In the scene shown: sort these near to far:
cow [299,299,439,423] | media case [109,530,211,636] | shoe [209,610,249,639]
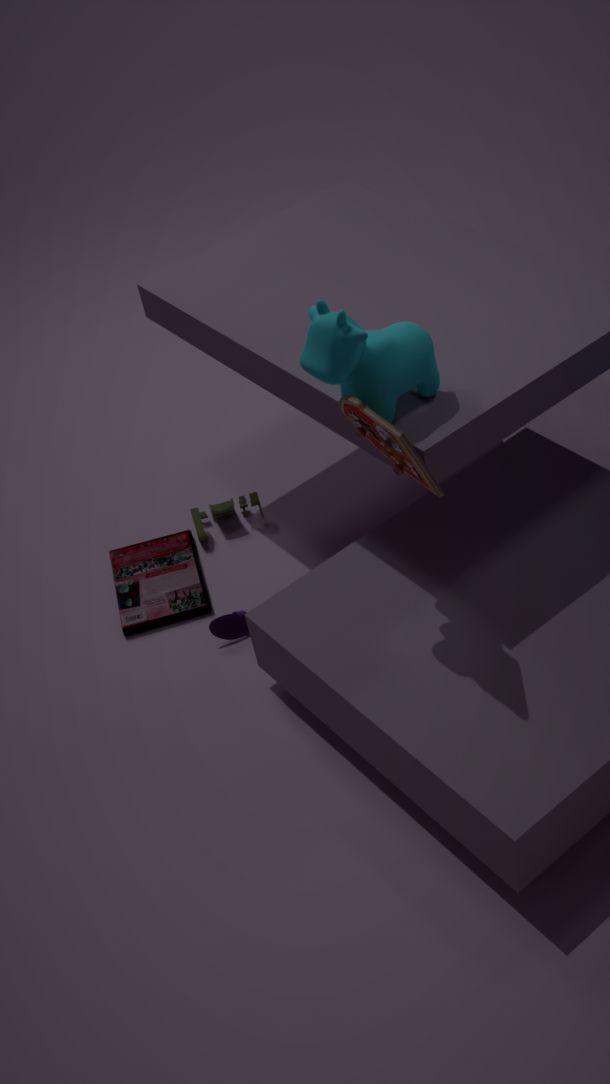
cow [299,299,439,423], shoe [209,610,249,639], media case [109,530,211,636]
